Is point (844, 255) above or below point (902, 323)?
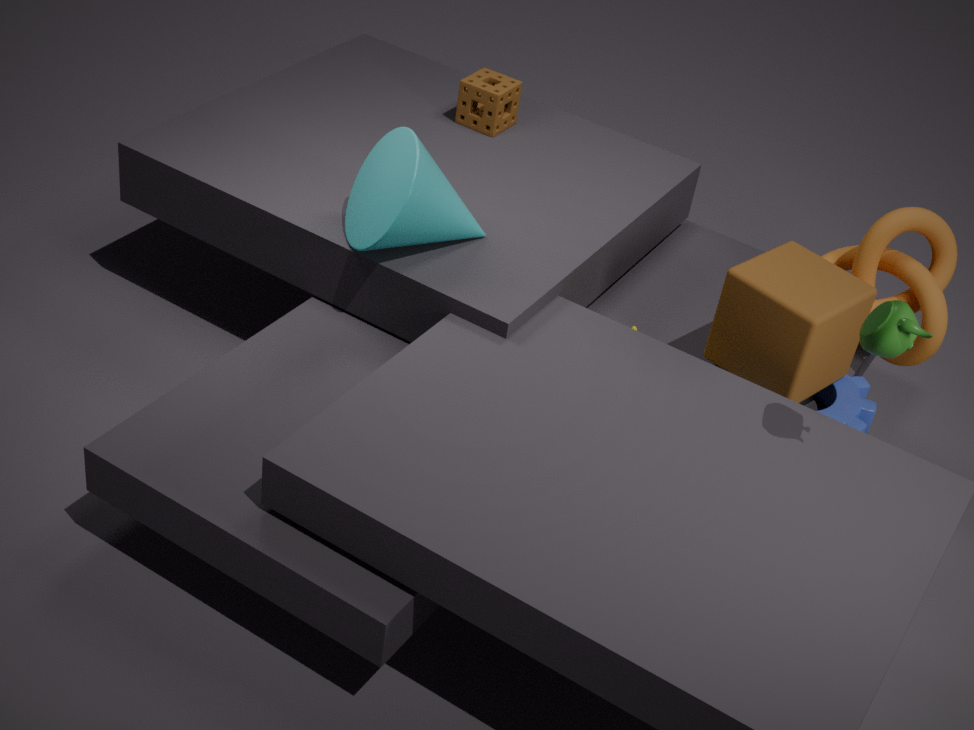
below
